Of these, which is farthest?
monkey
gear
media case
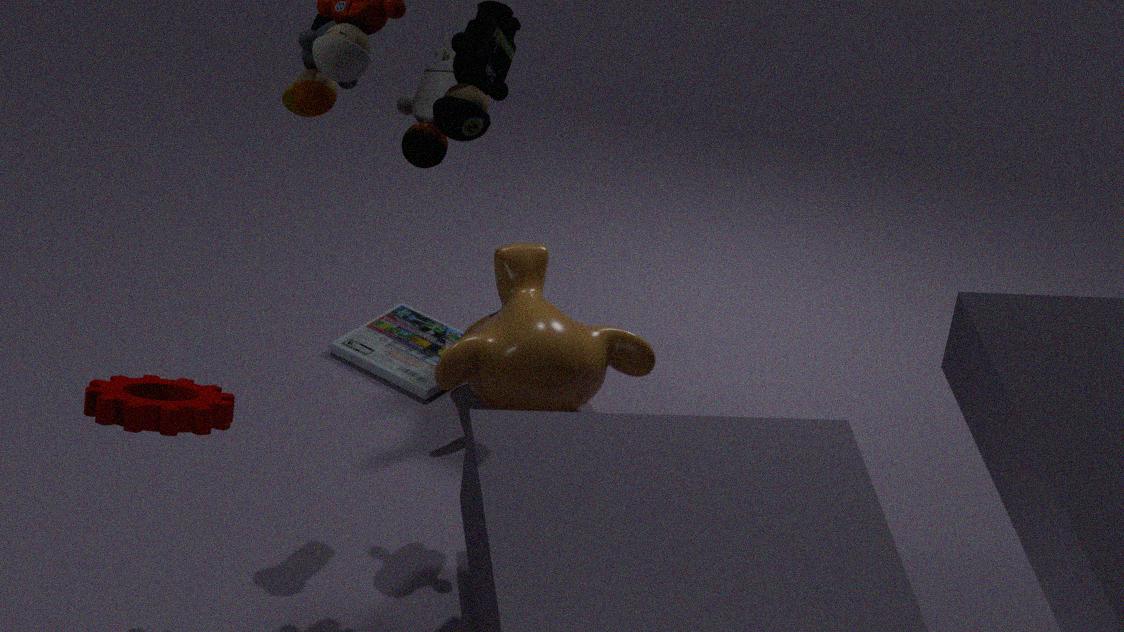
media case
